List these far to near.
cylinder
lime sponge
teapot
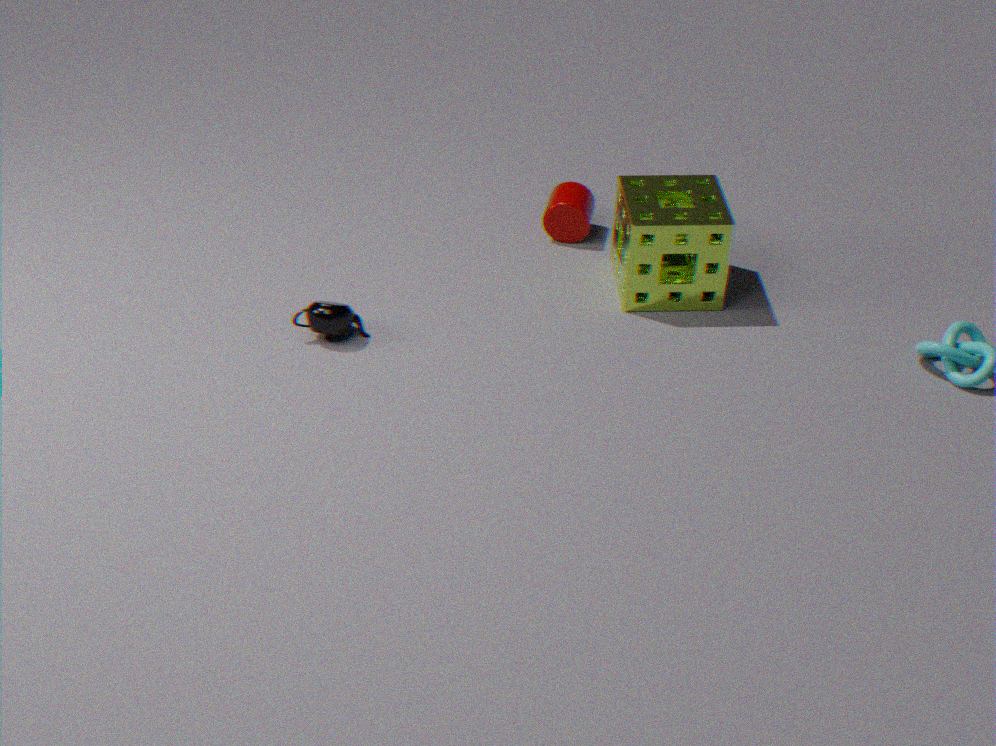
cylinder
lime sponge
teapot
